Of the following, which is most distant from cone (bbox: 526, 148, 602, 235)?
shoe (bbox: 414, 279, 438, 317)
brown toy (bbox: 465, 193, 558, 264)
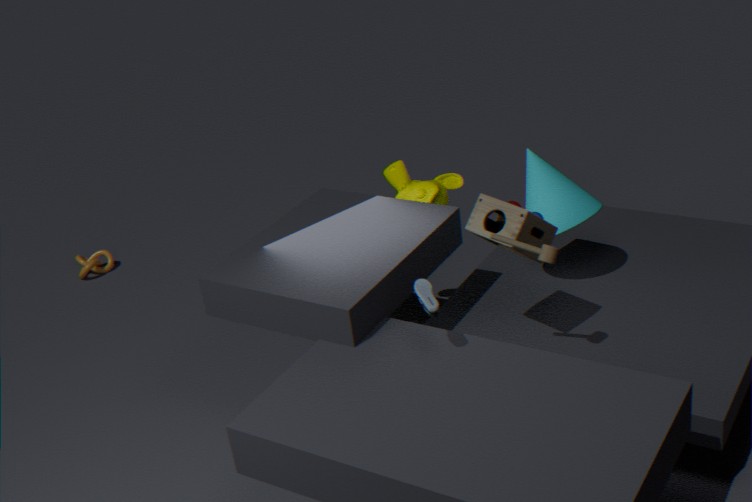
shoe (bbox: 414, 279, 438, 317)
